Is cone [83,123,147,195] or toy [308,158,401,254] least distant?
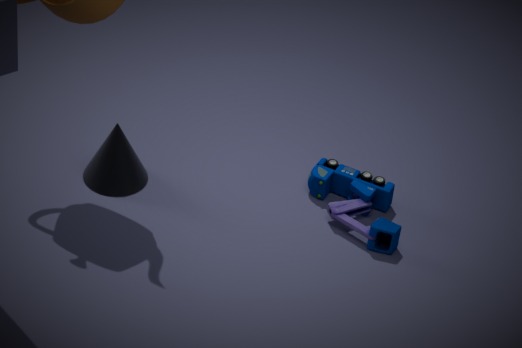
toy [308,158,401,254]
